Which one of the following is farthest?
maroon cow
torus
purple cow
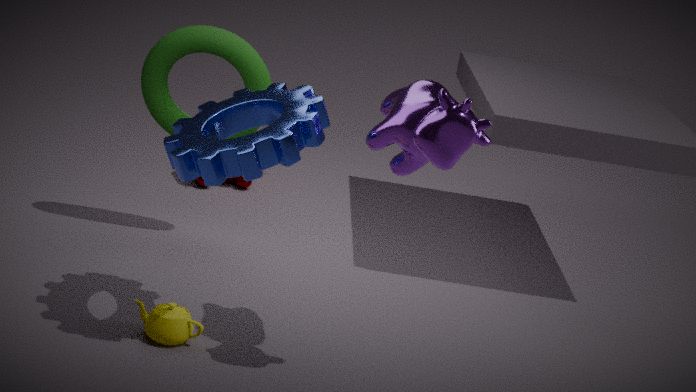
maroon cow
